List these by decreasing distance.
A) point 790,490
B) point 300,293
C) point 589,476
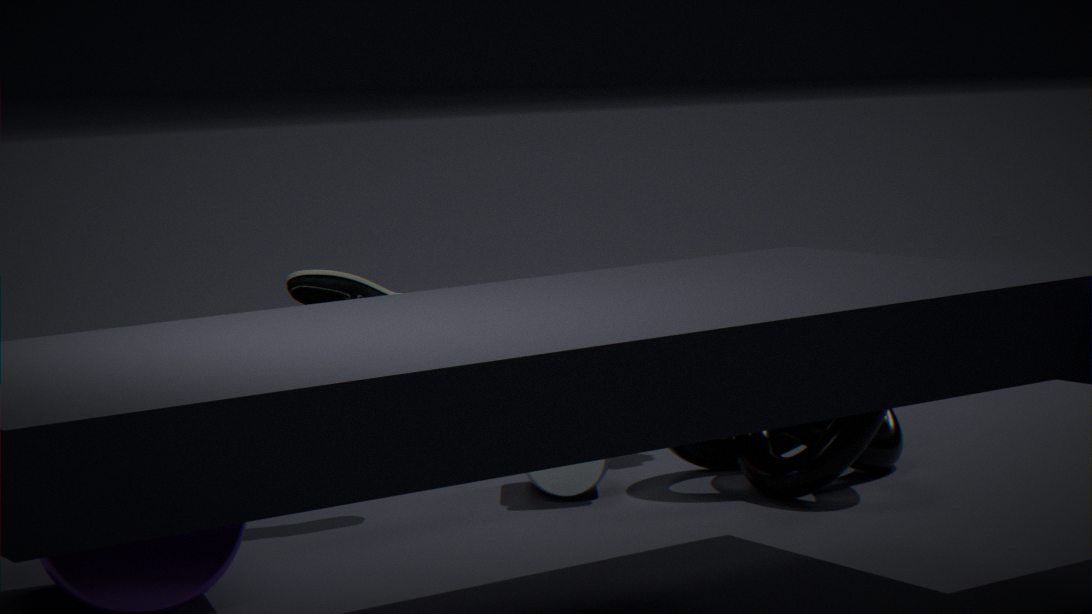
point 589,476 → point 300,293 → point 790,490
